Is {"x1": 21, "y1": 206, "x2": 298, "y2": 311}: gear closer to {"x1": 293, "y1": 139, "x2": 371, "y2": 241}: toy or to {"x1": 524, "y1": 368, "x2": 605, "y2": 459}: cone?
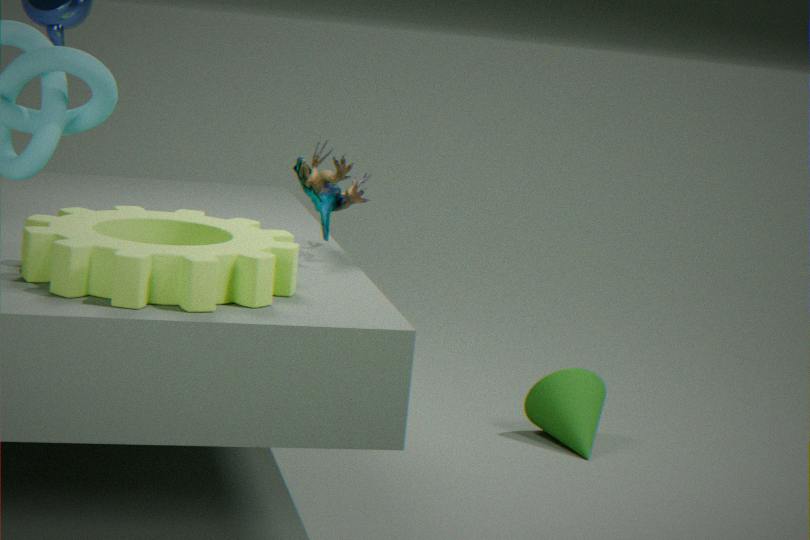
{"x1": 293, "y1": 139, "x2": 371, "y2": 241}: toy
